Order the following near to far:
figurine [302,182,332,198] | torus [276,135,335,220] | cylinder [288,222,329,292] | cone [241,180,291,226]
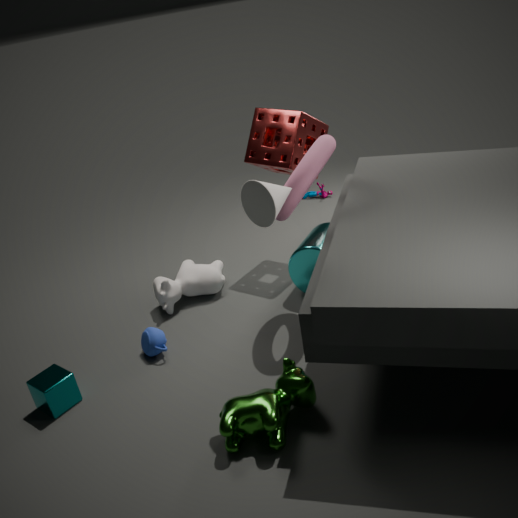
cone [241,180,291,226] → torus [276,135,335,220] → cylinder [288,222,329,292] → figurine [302,182,332,198]
